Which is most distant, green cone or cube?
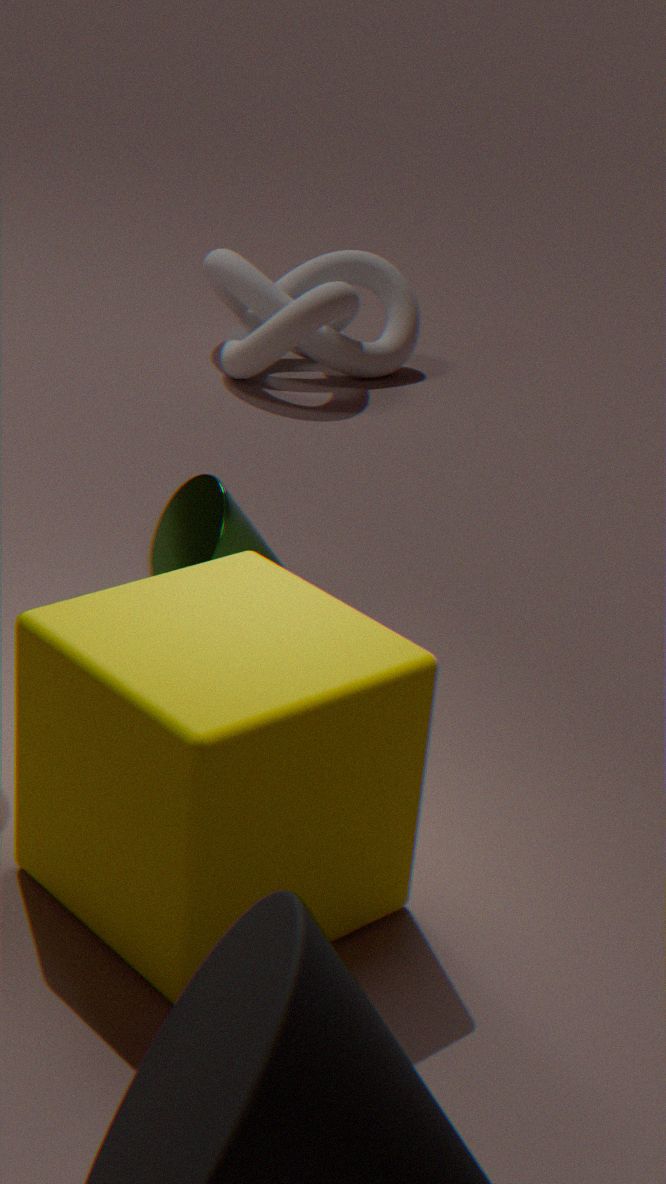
green cone
